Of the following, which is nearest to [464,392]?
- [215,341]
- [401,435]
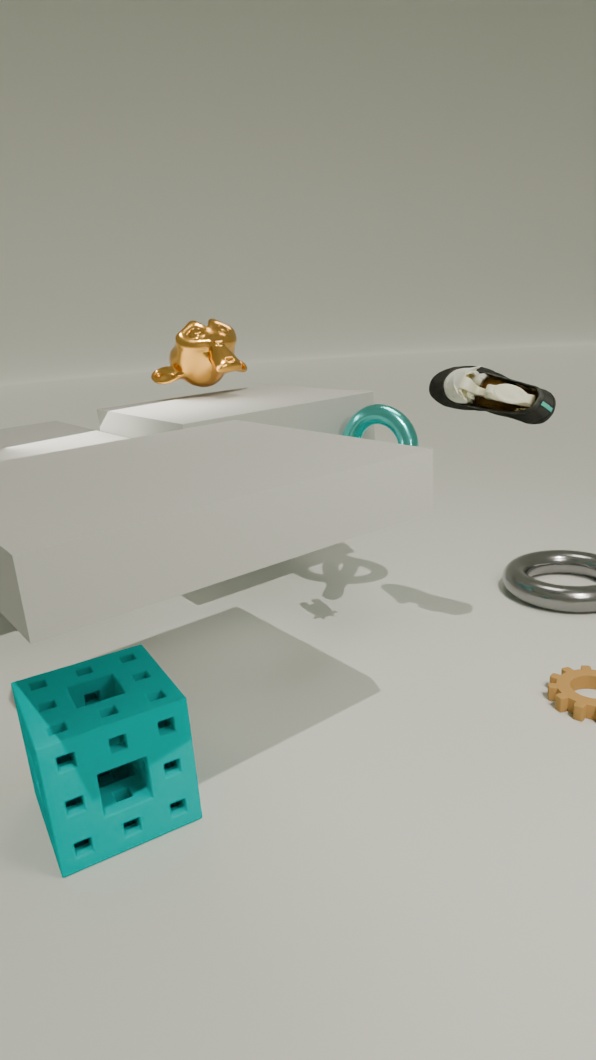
[401,435]
